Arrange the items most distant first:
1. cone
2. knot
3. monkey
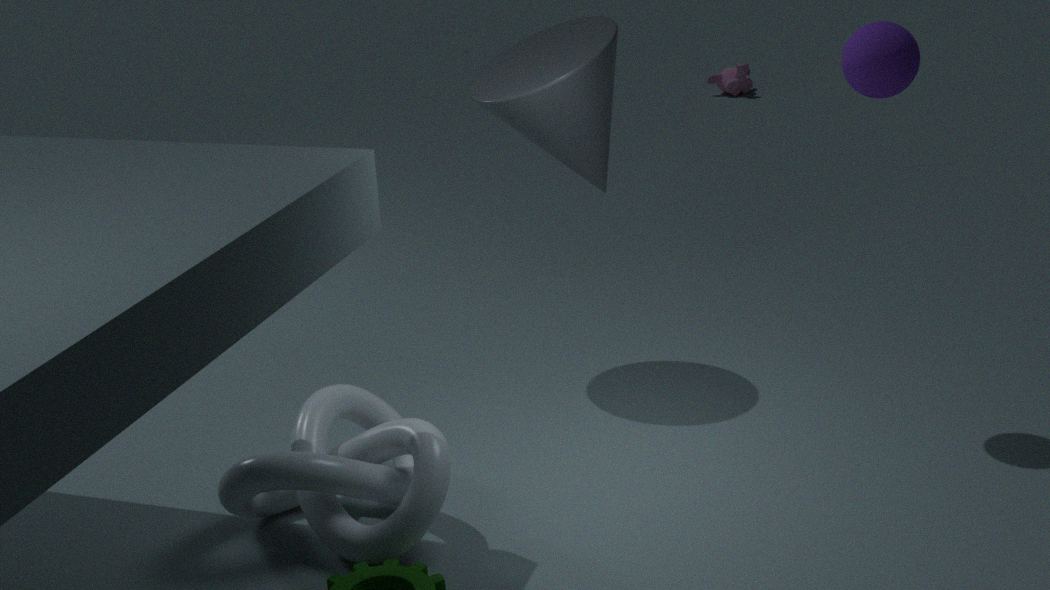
monkey → cone → knot
